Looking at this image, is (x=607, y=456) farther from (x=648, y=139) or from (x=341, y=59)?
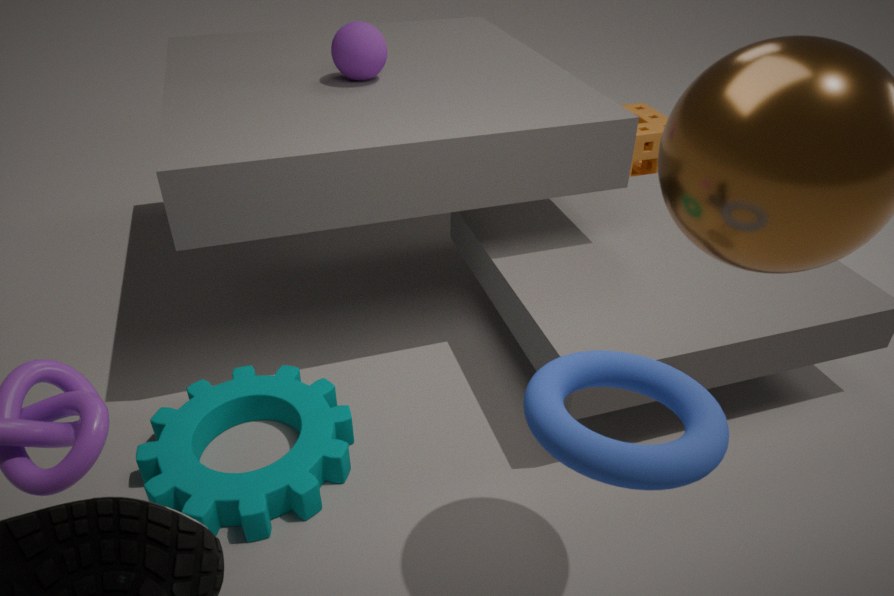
(x=648, y=139)
